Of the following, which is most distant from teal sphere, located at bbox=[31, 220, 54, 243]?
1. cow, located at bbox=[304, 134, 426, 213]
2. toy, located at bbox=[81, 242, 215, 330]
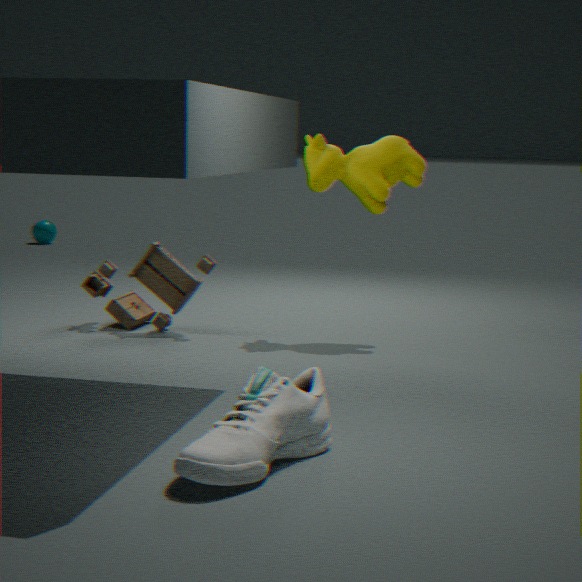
cow, located at bbox=[304, 134, 426, 213]
